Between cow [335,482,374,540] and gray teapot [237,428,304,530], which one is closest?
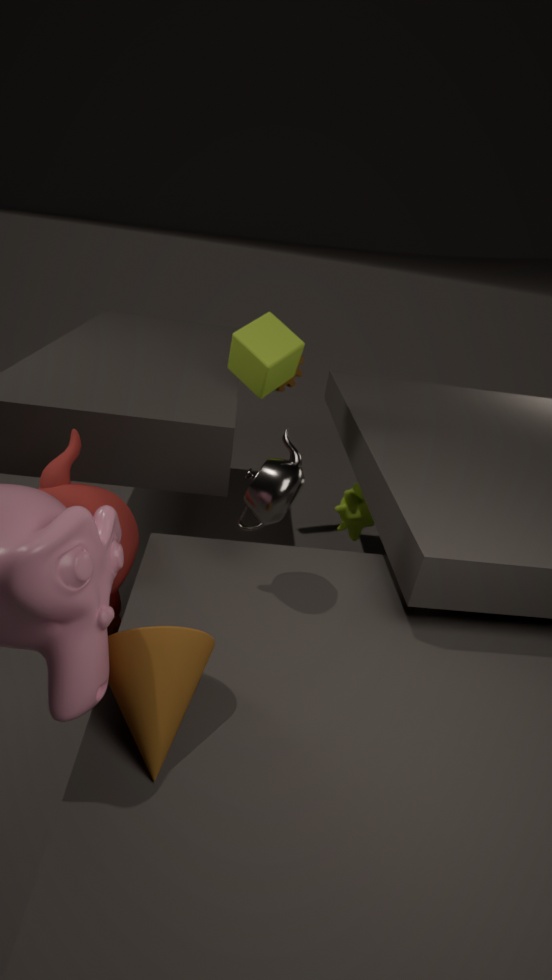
gray teapot [237,428,304,530]
